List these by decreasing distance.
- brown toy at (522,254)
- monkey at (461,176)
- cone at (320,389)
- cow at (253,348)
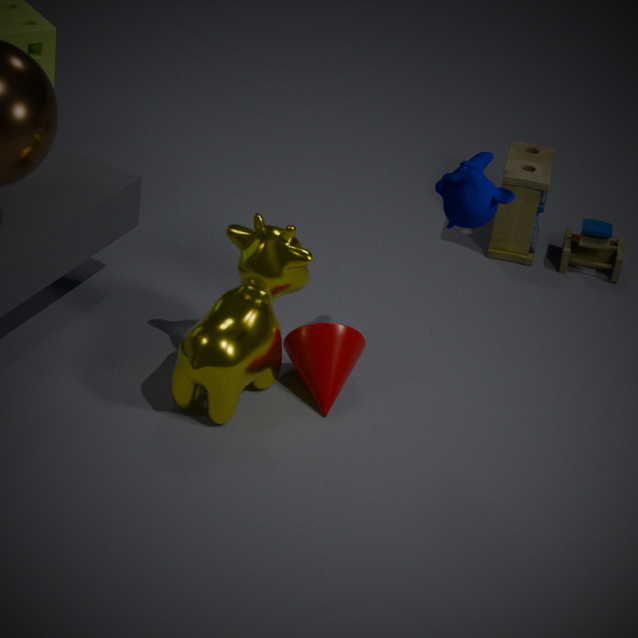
brown toy at (522,254), cone at (320,389), cow at (253,348), monkey at (461,176)
